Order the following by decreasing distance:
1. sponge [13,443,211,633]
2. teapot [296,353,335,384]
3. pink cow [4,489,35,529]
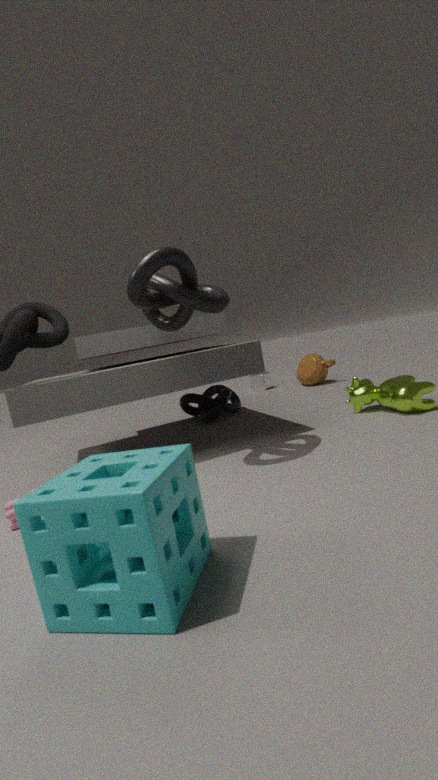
teapot [296,353,335,384]
pink cow [4,489,35,529]
sponge [13,443,211,633]
